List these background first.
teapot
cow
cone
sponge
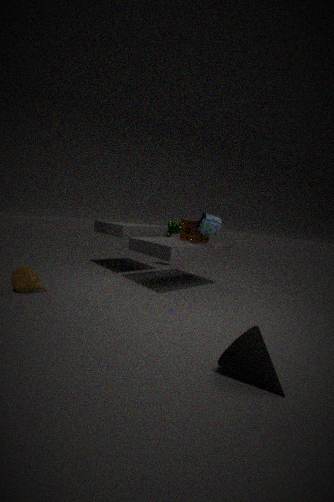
cow, sponge, teapot, cone
